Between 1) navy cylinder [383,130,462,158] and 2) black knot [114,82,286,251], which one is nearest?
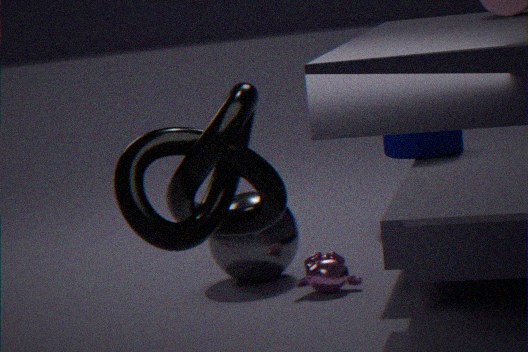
2. black knot [114,82,286,251]
